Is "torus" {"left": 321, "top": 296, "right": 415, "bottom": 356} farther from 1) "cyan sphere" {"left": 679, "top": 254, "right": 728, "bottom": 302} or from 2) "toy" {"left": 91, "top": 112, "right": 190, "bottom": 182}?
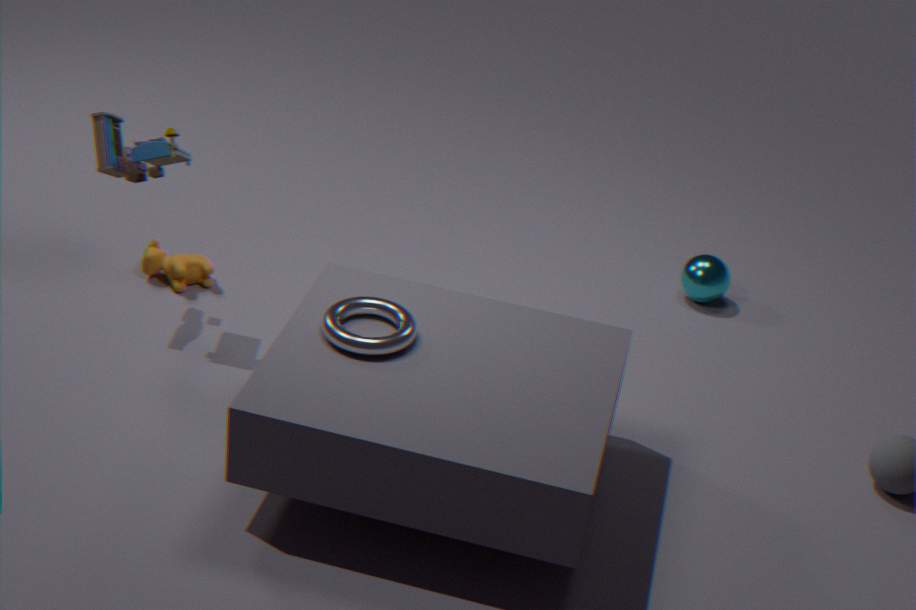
1) "cyan sphere" {"left": 679, "top": 254, "right": 728, "bottom": 302}
